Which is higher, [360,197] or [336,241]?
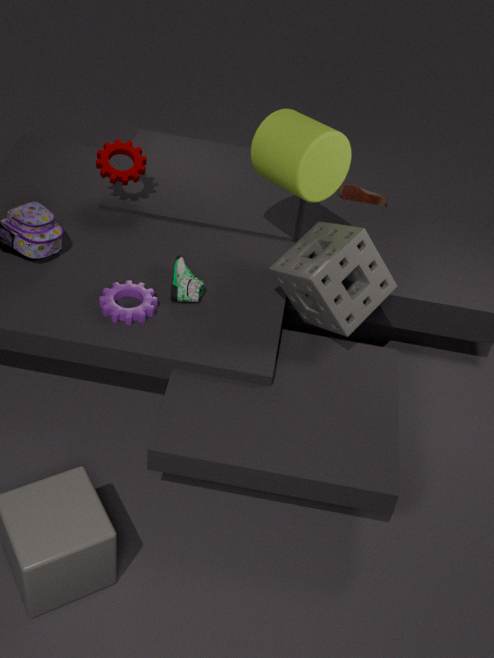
[336,241]
